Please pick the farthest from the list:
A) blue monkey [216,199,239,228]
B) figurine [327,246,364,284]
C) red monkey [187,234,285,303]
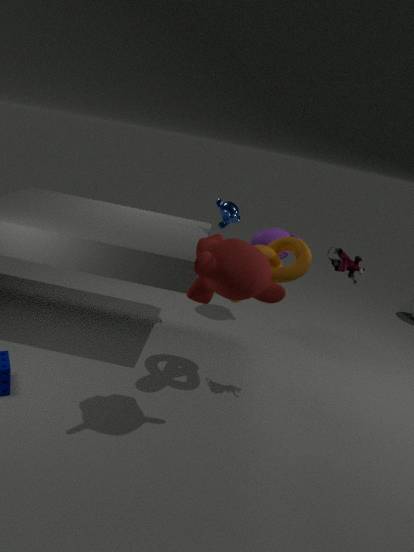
blue monkey [216,199,239,228]
